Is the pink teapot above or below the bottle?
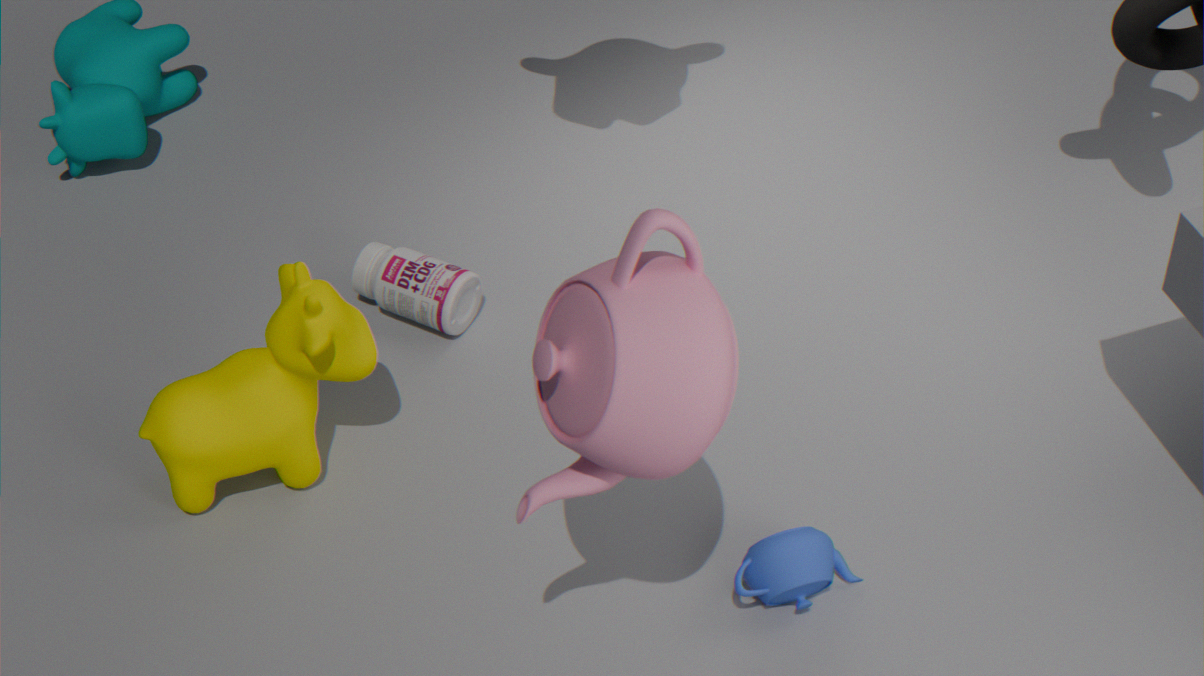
above
